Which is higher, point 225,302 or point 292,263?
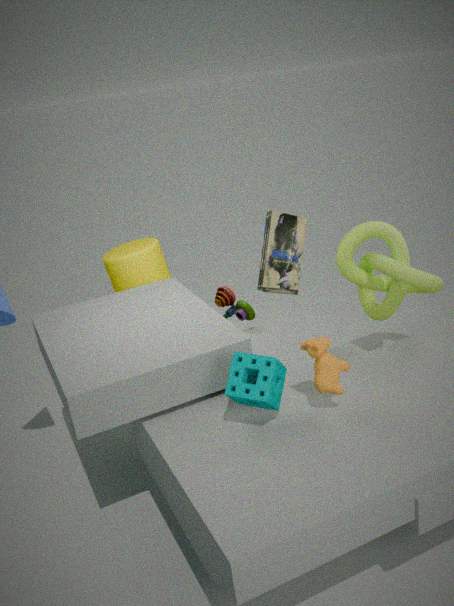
point 292,263
